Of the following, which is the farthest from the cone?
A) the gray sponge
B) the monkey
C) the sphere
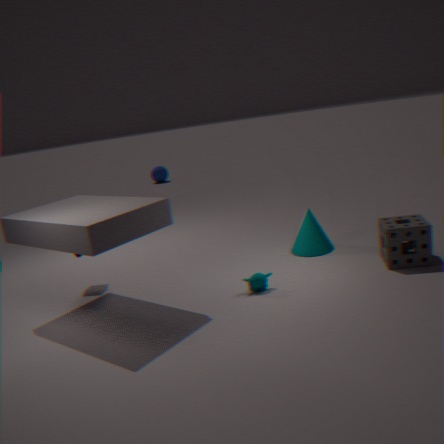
the sphere
